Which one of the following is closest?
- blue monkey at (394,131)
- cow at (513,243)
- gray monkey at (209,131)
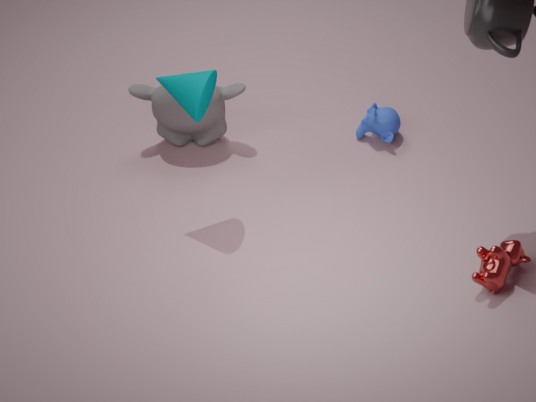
cow at (513,243)
